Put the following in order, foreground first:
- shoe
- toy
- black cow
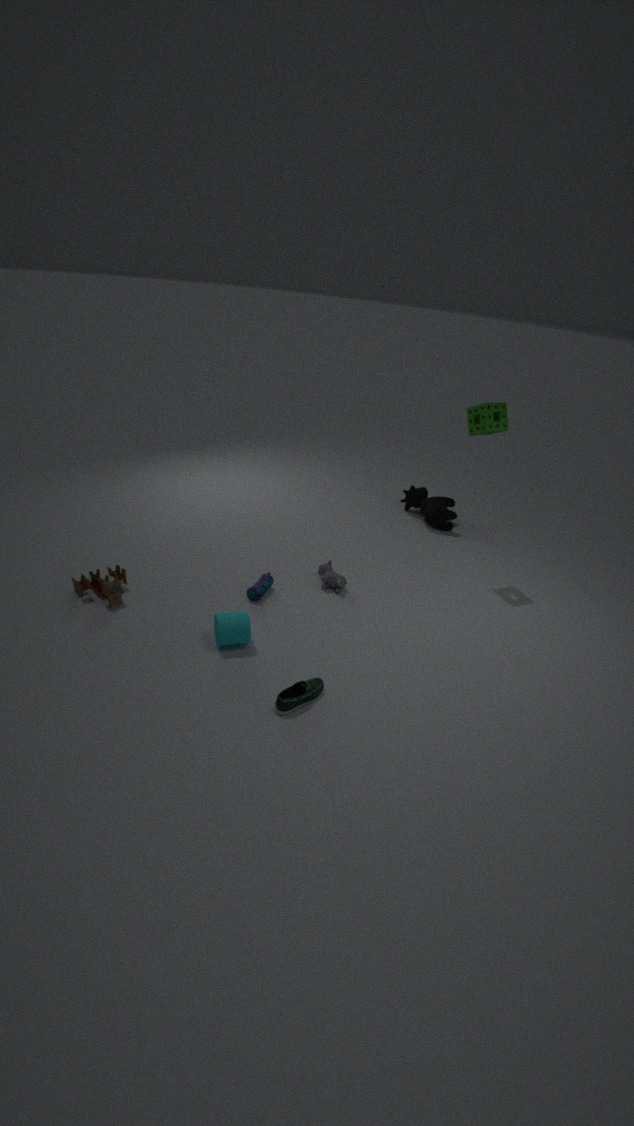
shoe → toy → black cow
